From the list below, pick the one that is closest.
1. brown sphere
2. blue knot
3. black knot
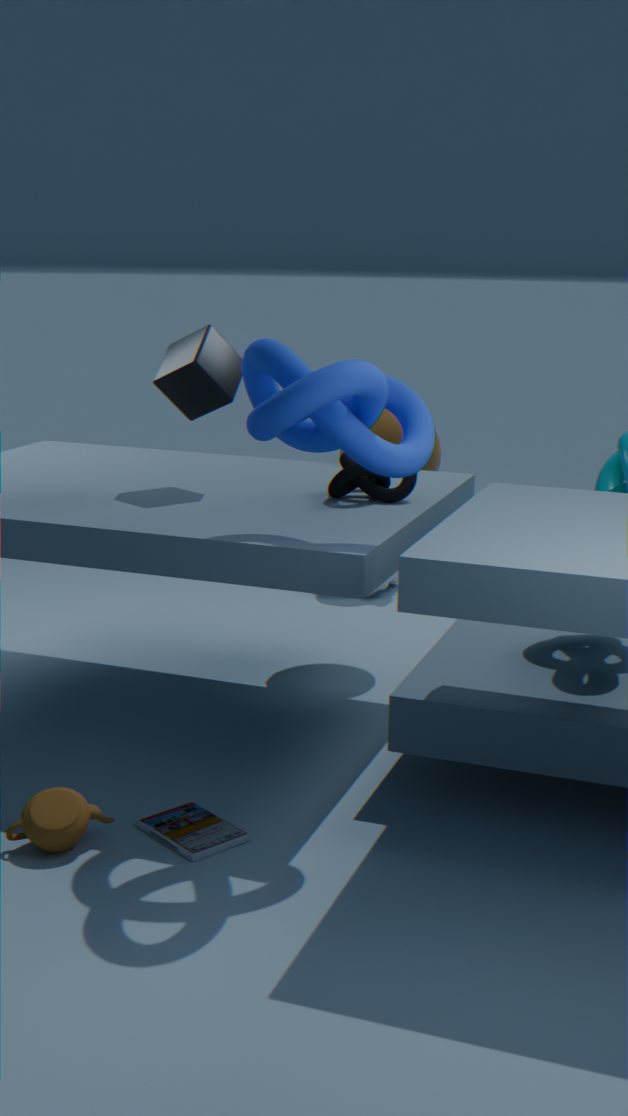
blue knot
